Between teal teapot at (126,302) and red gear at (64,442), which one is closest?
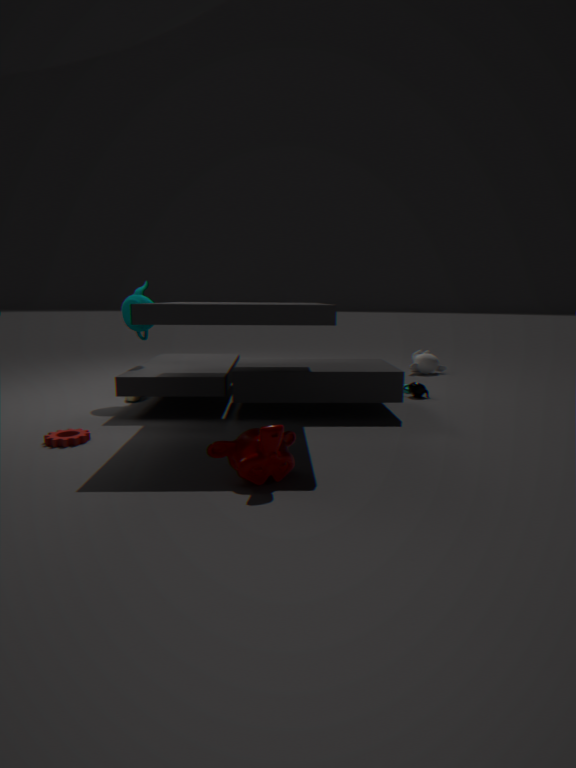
red gear at (64,442)
